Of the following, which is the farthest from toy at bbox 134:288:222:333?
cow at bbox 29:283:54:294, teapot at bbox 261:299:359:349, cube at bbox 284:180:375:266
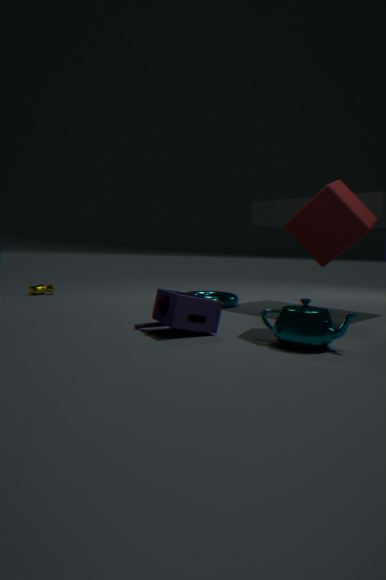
cow at bbox 29:283:54:294
